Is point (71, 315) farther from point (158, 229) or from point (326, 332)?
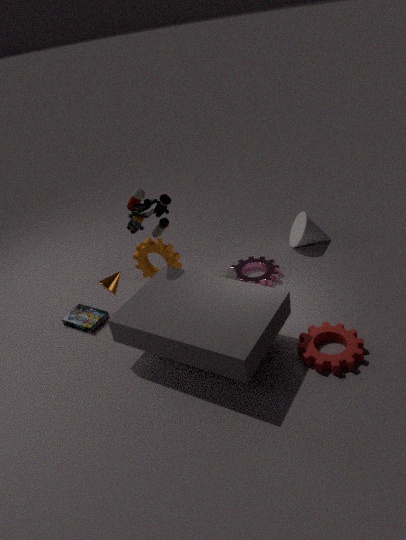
point (326, 332)
